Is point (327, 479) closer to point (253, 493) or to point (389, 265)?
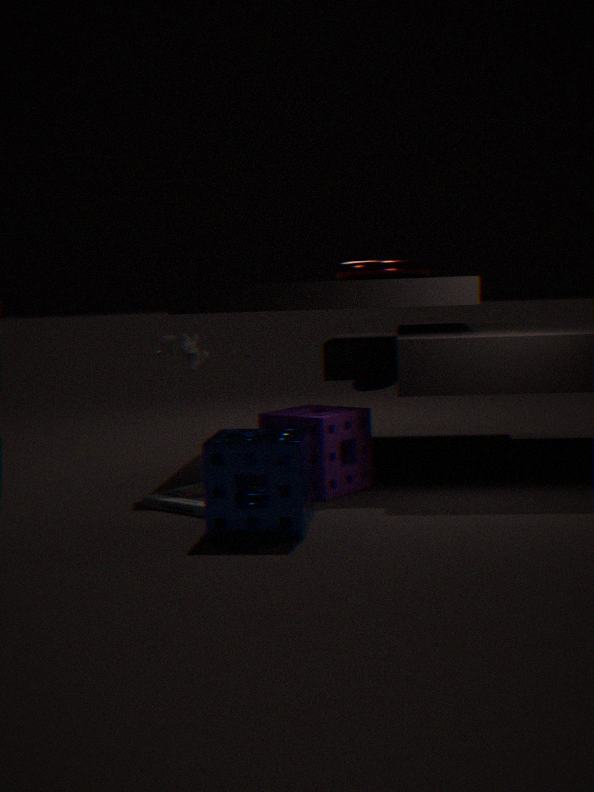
point (253, 493)
